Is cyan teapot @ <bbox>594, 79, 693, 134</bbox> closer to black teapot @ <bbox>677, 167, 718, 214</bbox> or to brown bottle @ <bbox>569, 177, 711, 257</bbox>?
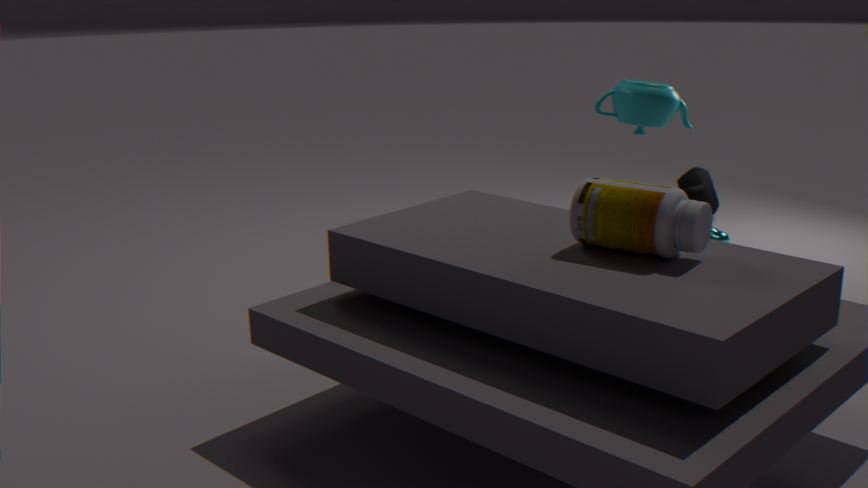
black teapot @ <bbox>677, 167, 718, 214</bbox>
